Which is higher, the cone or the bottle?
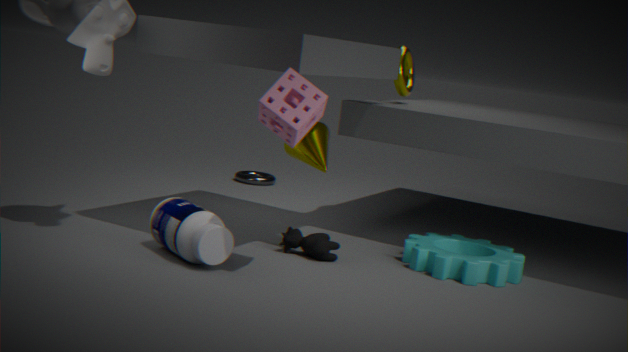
the cone
